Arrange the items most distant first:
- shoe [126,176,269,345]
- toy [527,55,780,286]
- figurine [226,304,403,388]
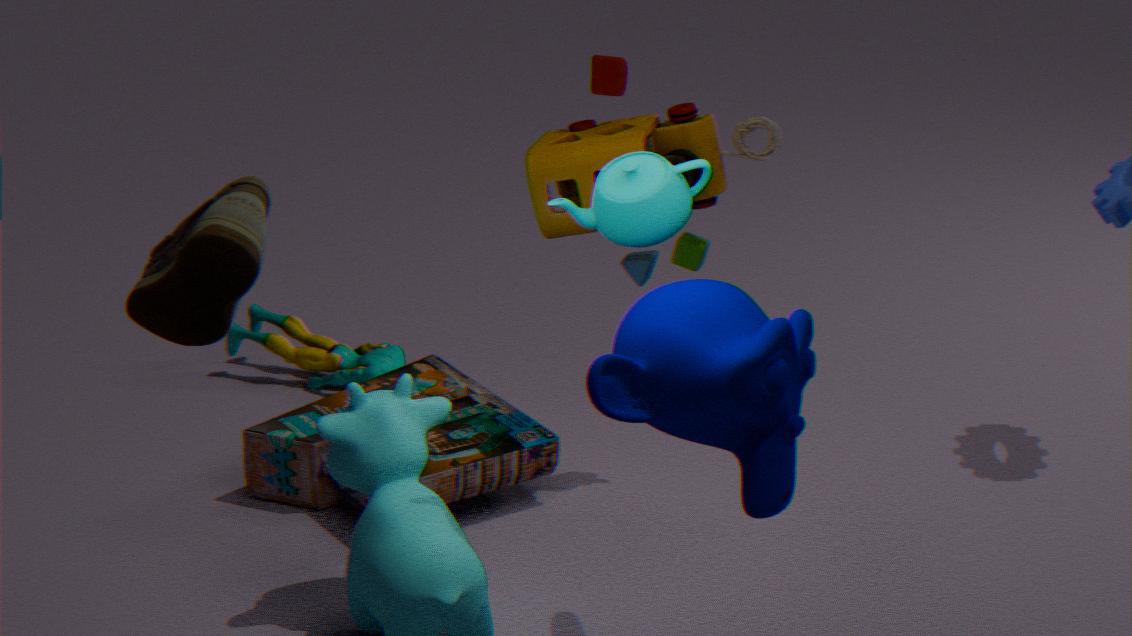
figurine [226,304,403,388]
toy [527,55,780,286]
shoe [126,176,269,345]
